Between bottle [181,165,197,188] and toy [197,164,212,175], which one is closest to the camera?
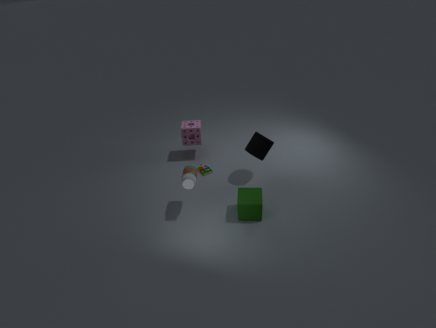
bottle [181,165,197,188]
